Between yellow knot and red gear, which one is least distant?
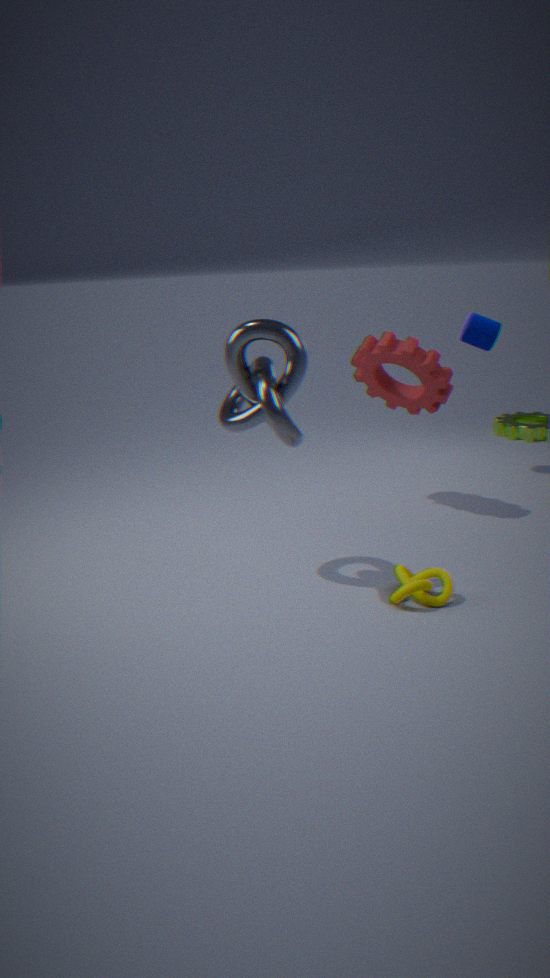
yellow knot
